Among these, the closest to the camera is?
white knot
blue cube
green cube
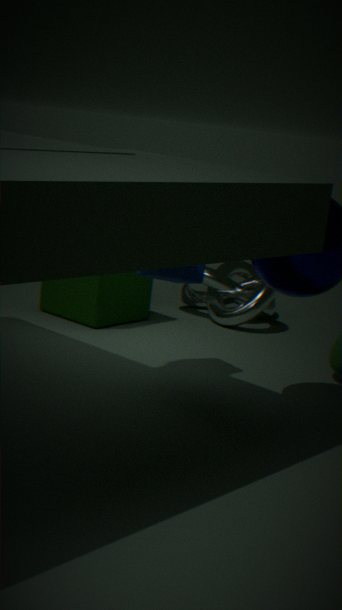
blue cube
